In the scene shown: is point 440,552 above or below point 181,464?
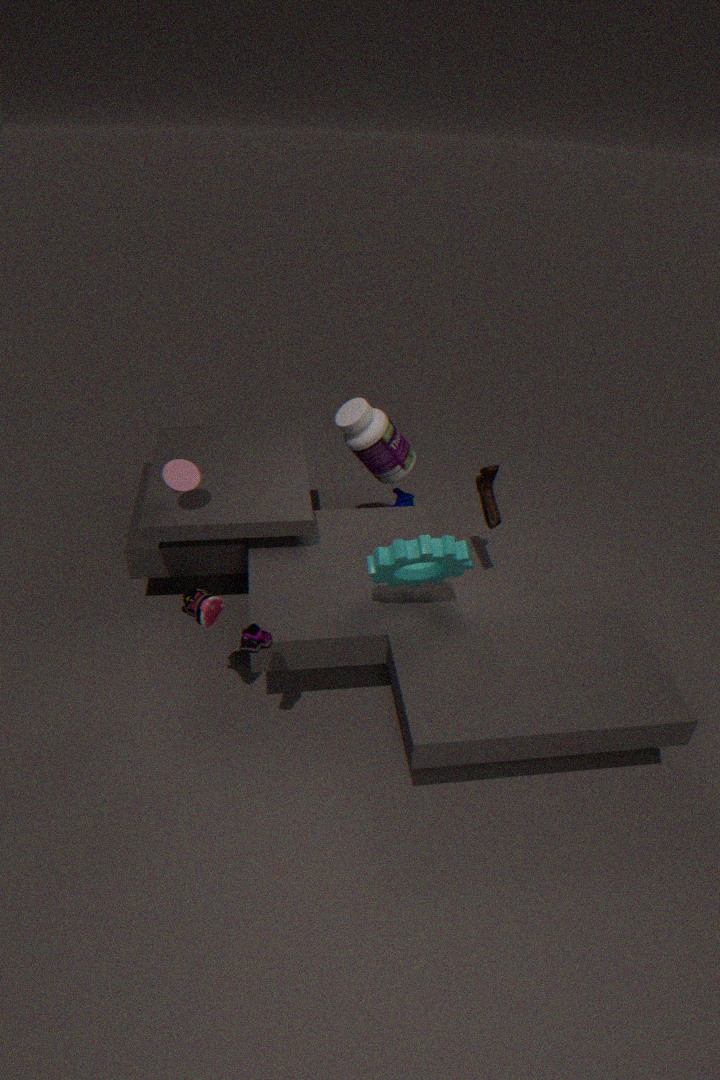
below
